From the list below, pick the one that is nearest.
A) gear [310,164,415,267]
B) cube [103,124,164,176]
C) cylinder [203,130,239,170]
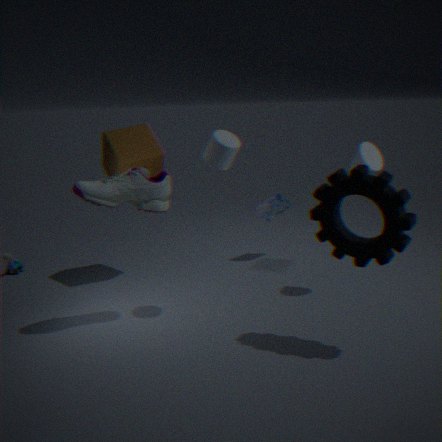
gear [310,164,415,267]
